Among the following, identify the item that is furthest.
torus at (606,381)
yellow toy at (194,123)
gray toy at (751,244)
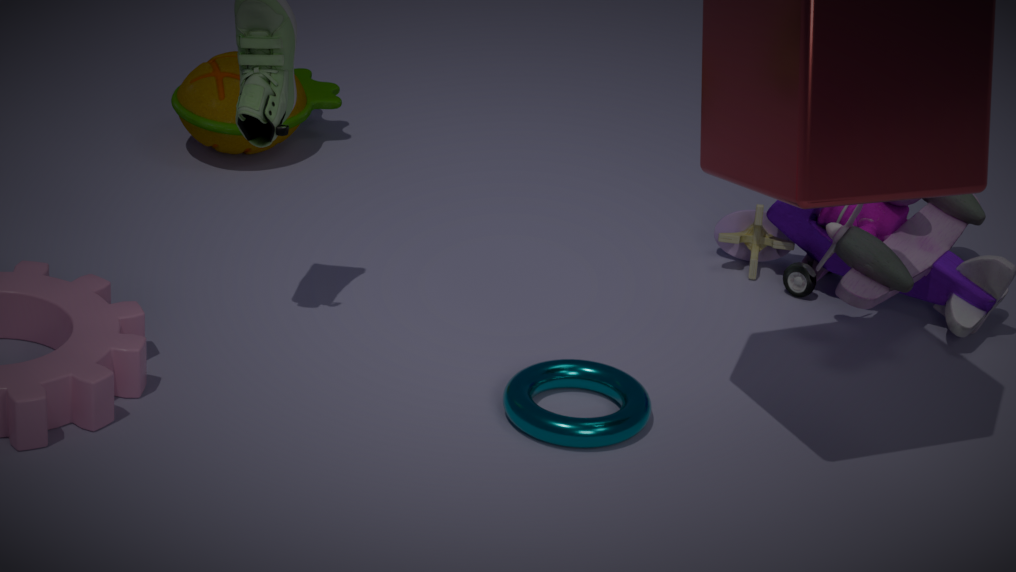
yellow toy at (194,123)
